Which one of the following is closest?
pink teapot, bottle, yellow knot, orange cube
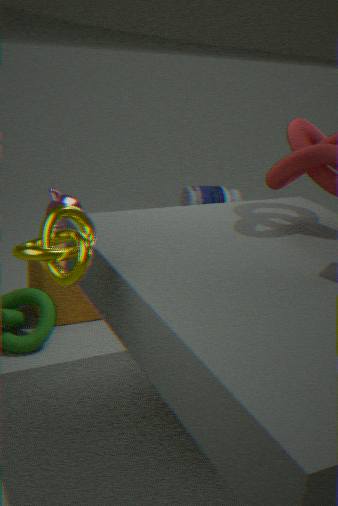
yellow knot
